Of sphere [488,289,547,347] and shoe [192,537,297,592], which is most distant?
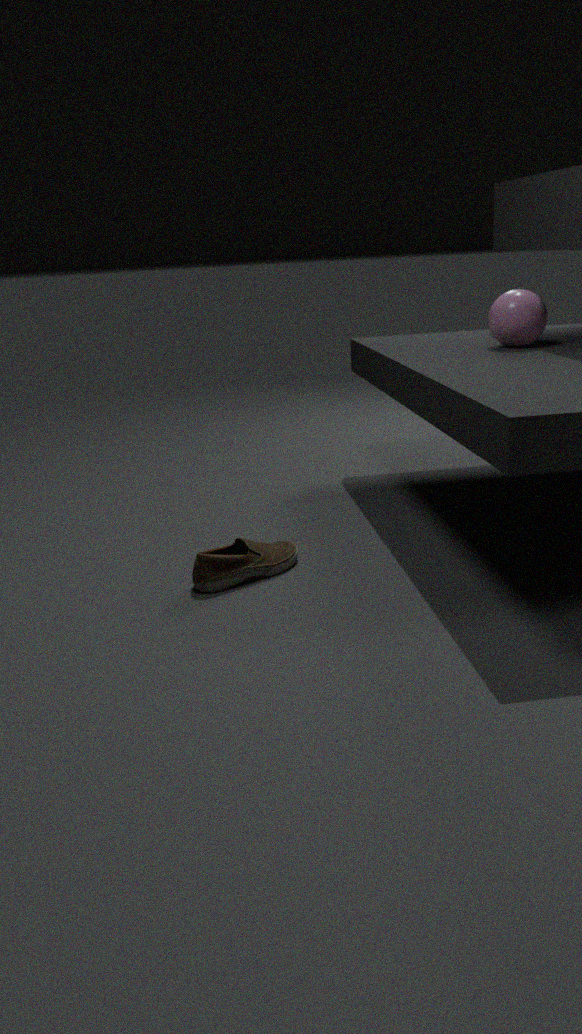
sphere [488,289,547,347]
